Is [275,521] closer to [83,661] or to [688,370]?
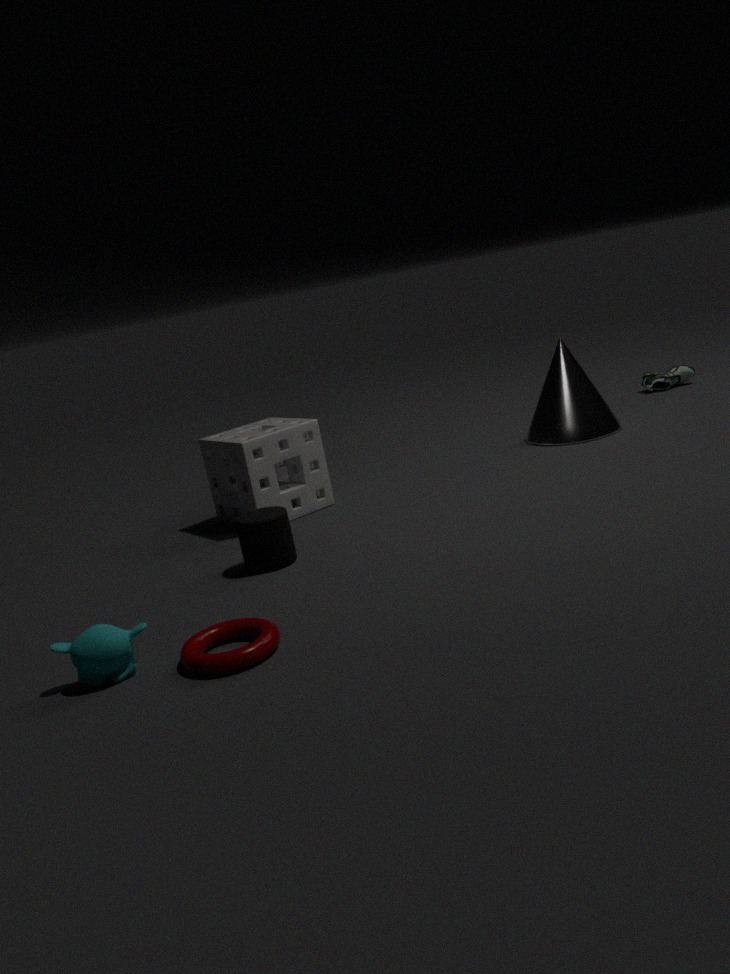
[83,661]
